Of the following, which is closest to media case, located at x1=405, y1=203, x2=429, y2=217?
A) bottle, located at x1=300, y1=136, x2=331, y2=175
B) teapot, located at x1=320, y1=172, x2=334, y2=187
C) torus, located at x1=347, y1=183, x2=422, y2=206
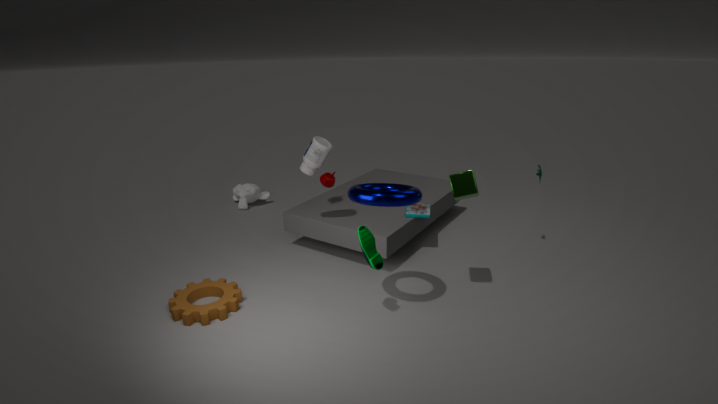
teapot, located at x1=320, y1=172, x2=334, y2=187
